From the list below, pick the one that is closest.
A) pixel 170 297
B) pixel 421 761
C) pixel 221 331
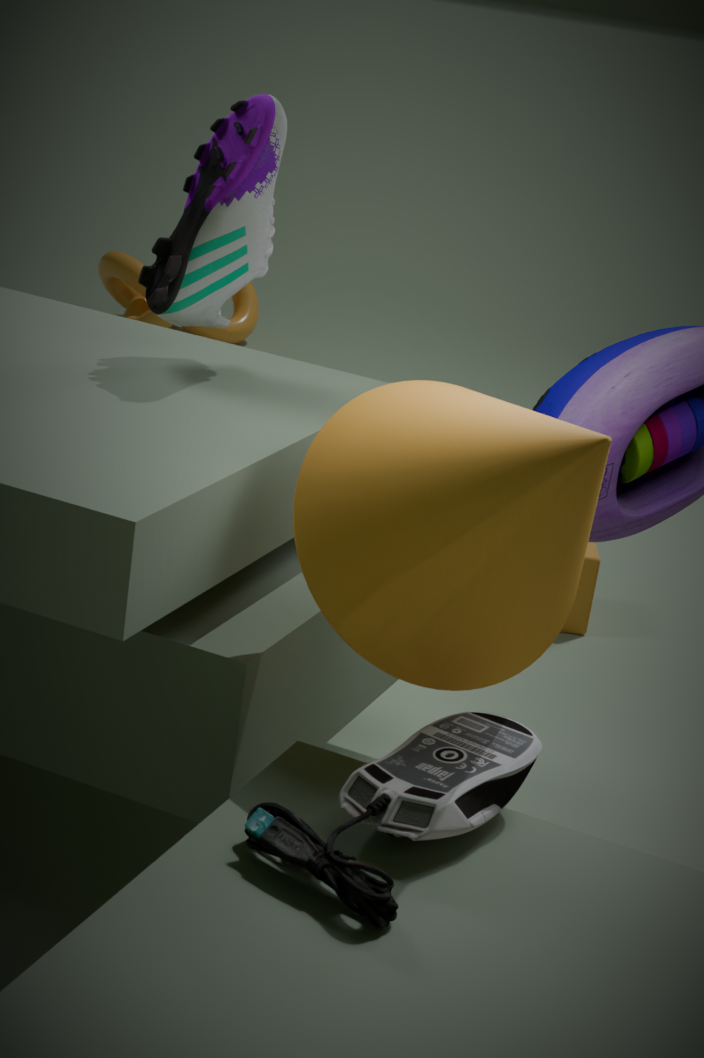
B. pixel 421 761
